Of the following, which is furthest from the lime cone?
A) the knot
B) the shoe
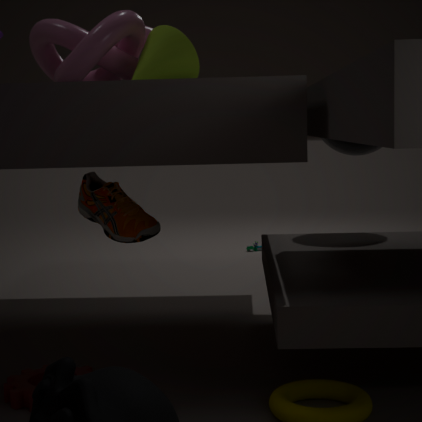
the shoe
